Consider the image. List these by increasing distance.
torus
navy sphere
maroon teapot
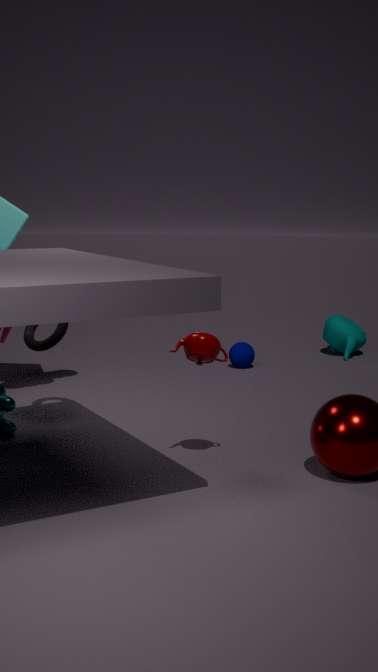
maroon teapot
torus
navy sphere
